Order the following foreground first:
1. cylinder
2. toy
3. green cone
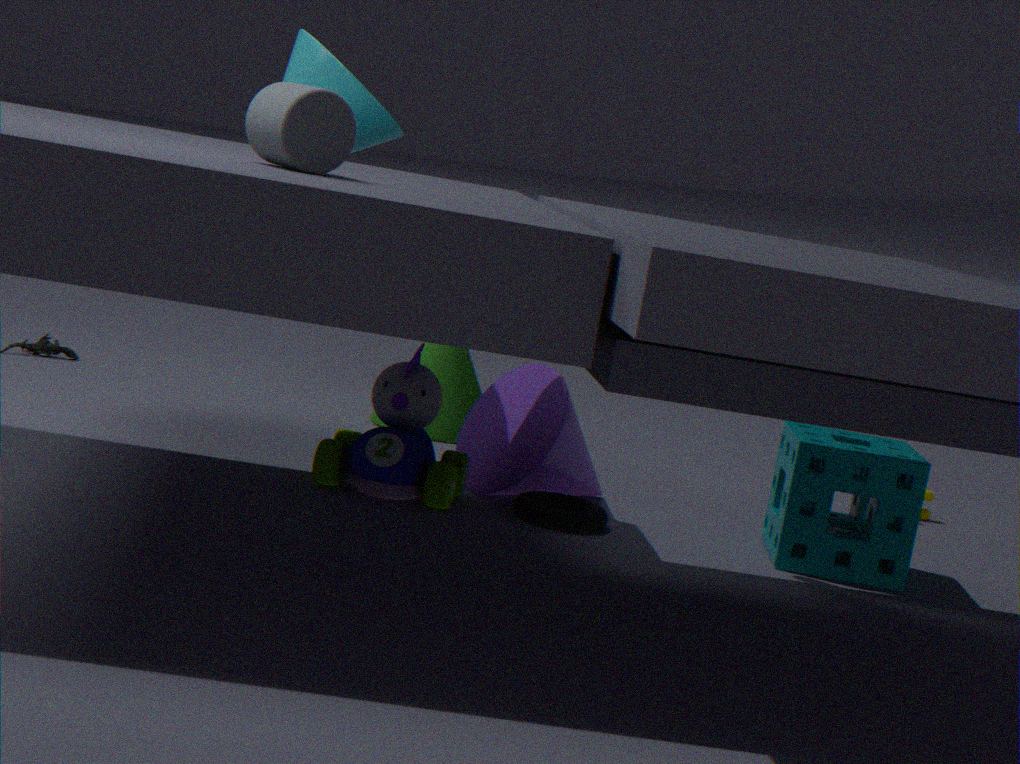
cylinder, toy, green cone
